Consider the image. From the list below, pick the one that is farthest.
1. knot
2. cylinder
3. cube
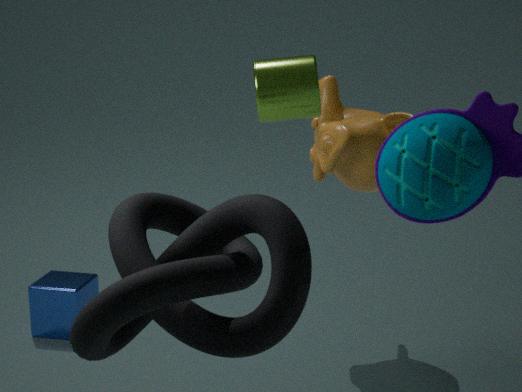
cube
